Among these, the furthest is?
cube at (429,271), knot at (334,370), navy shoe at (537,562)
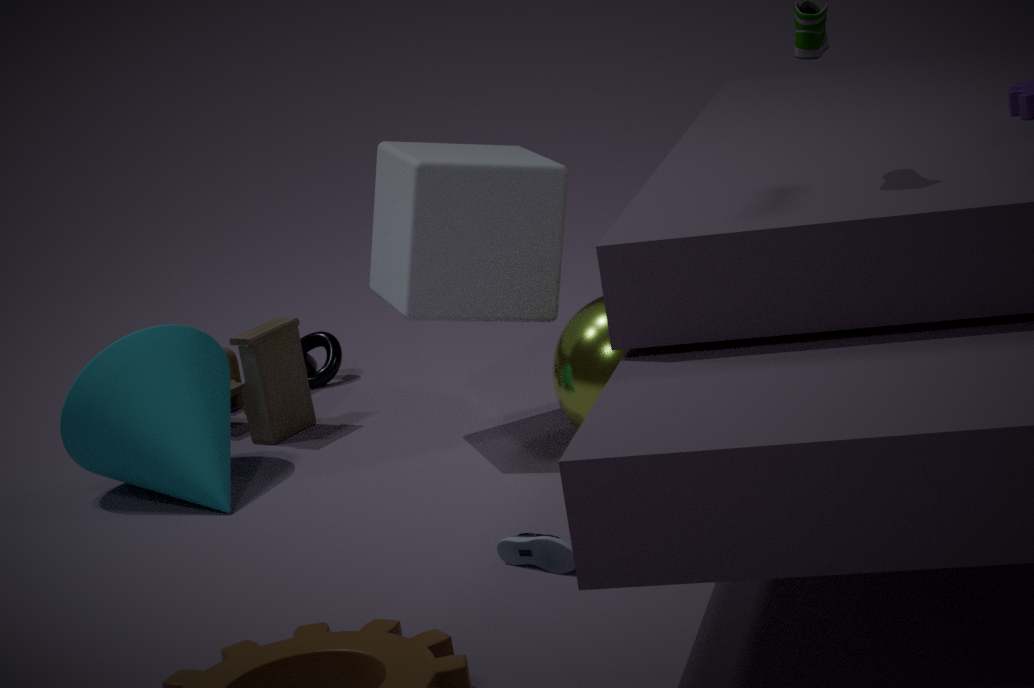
knot at (334,370)
